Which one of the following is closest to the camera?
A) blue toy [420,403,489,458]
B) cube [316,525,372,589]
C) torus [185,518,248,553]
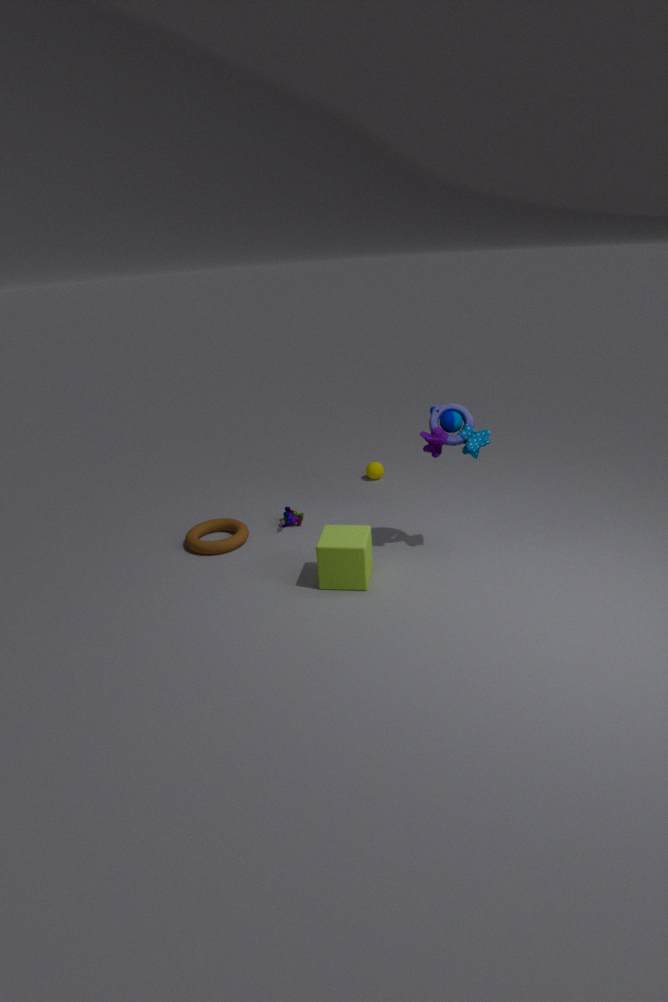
B. cube [316,525,372,589]
